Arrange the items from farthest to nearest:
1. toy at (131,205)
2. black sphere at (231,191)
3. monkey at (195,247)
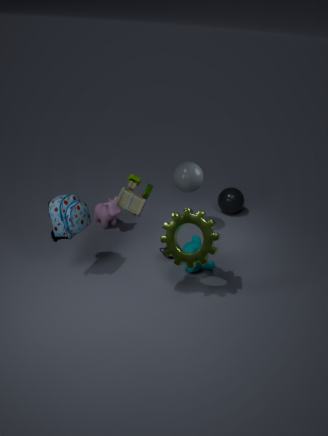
black sphere at (231,191) < monkey at (195,247) < toy at (131,205)
